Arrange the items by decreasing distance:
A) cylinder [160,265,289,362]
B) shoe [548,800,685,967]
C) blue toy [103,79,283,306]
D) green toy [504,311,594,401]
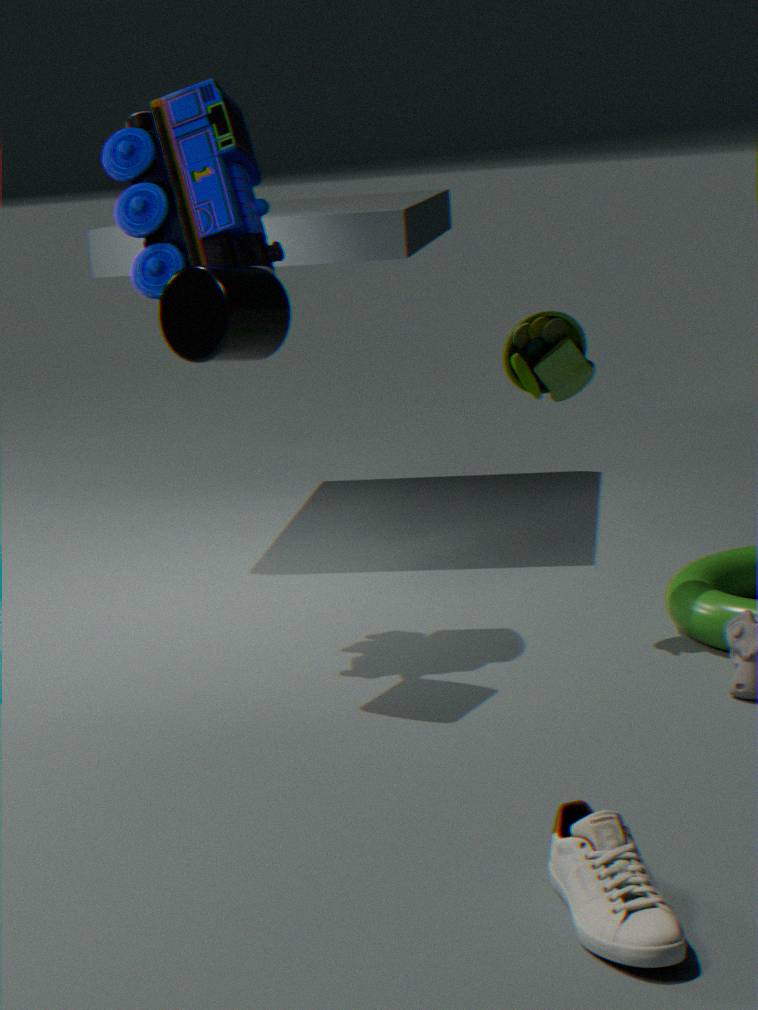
1. blue toy [103,79,283,306]
2. green toy [504,311,594,401]
3. cylinder [160,265,289,362]
4. shoe [548,800,685,967]
